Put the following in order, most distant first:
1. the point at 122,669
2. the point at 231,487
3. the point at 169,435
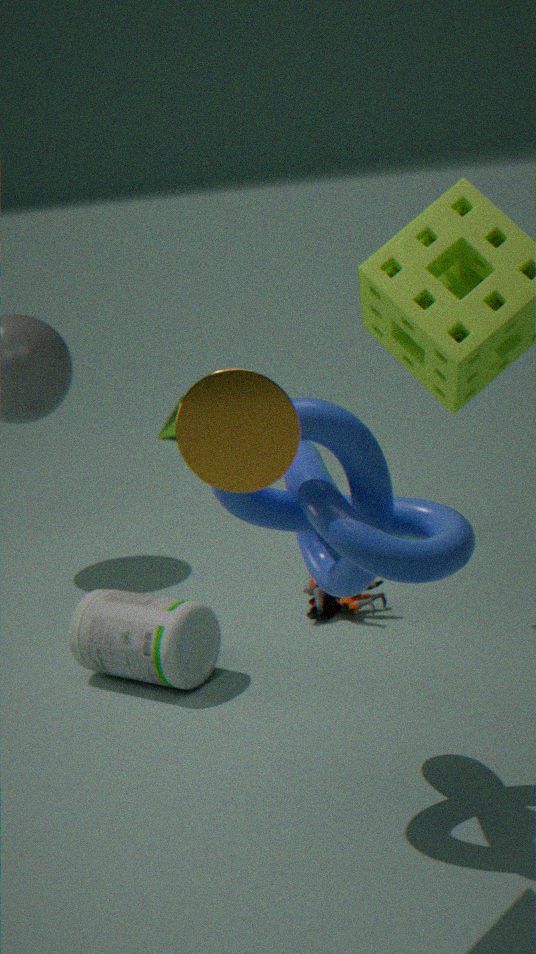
1. the point at 169,435
2. the point at 122,669
3. the point at 231,487
